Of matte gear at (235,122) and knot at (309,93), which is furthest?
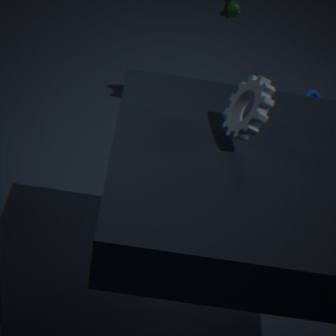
knot at (309,93)
